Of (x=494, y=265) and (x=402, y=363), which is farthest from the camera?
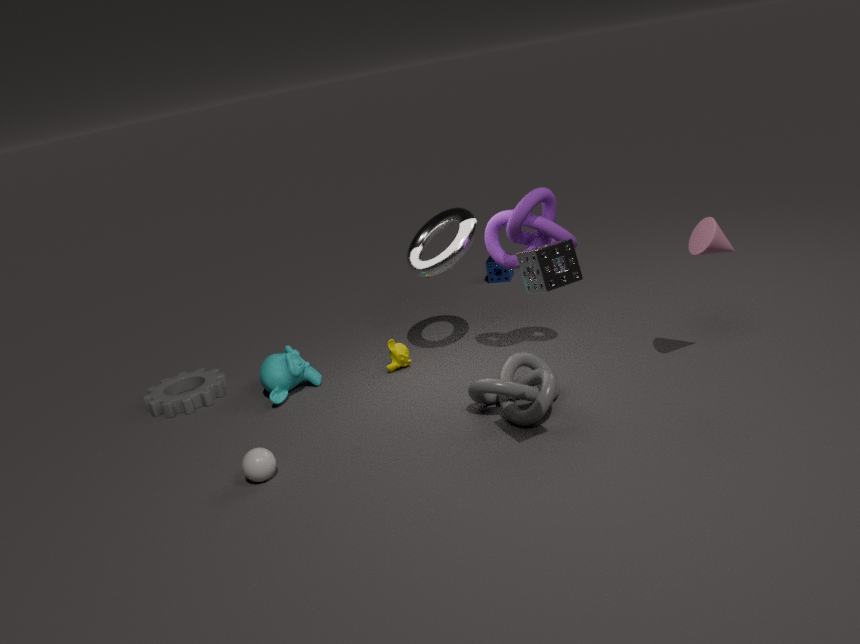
(x=494, y=265)
